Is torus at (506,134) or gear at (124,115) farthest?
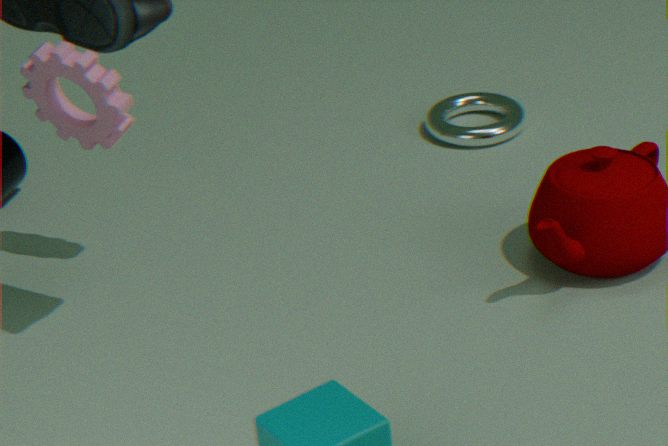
torus at (506,134)
